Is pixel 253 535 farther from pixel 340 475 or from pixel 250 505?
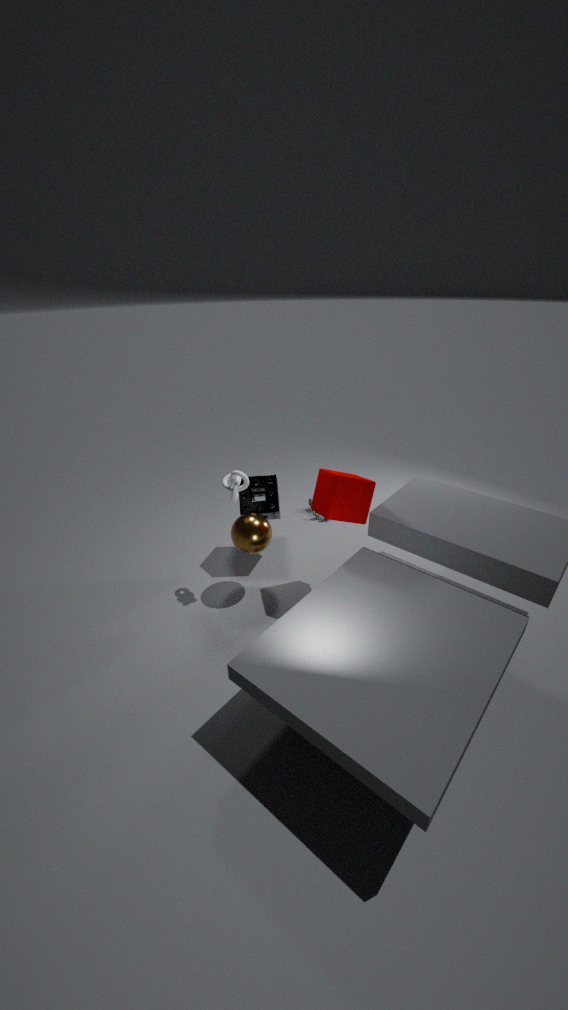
pixel 340 475
